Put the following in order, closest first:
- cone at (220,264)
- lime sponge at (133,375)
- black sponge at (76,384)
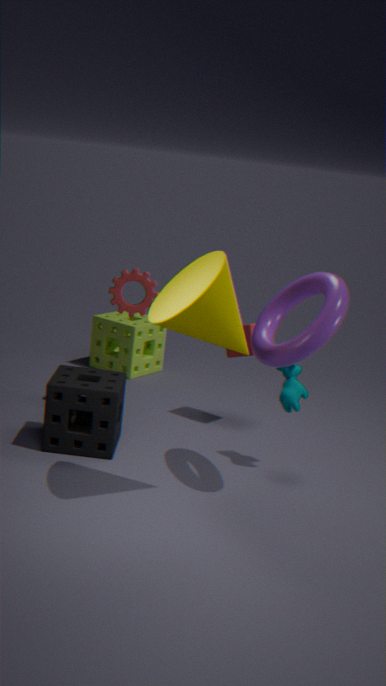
cone at (220,264) → black sponge at (76,384) → lime sponge at (133,375)
